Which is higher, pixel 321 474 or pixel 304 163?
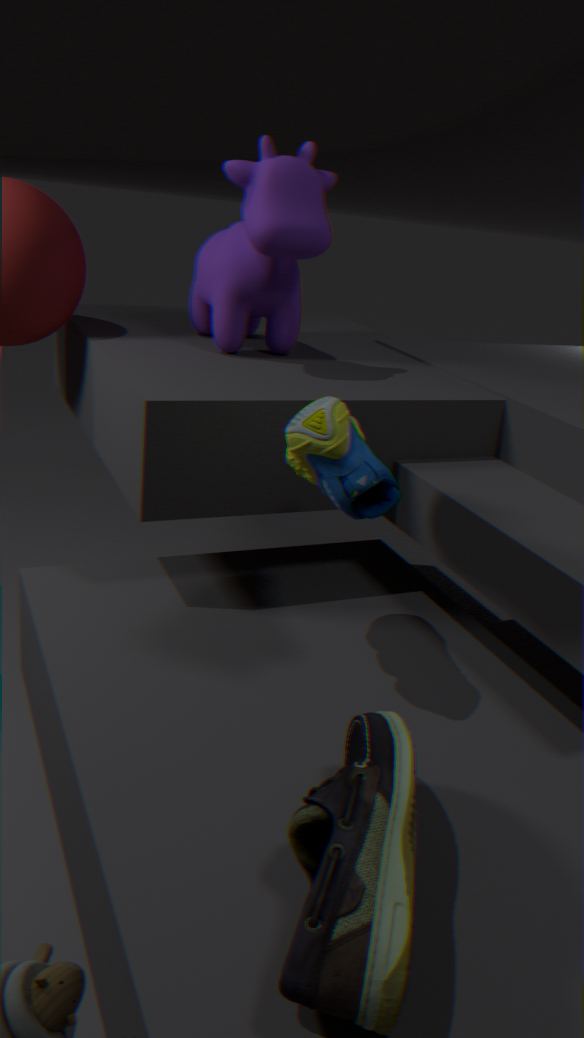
pixel 304 163
